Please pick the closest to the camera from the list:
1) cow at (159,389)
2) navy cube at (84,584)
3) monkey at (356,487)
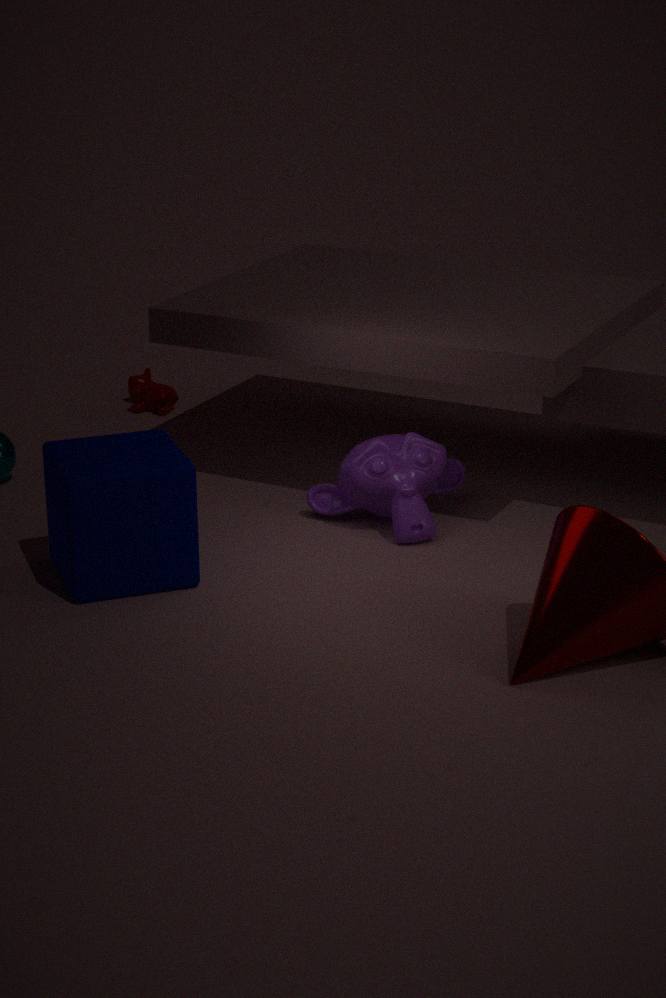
2. navy cube at (84,584)
